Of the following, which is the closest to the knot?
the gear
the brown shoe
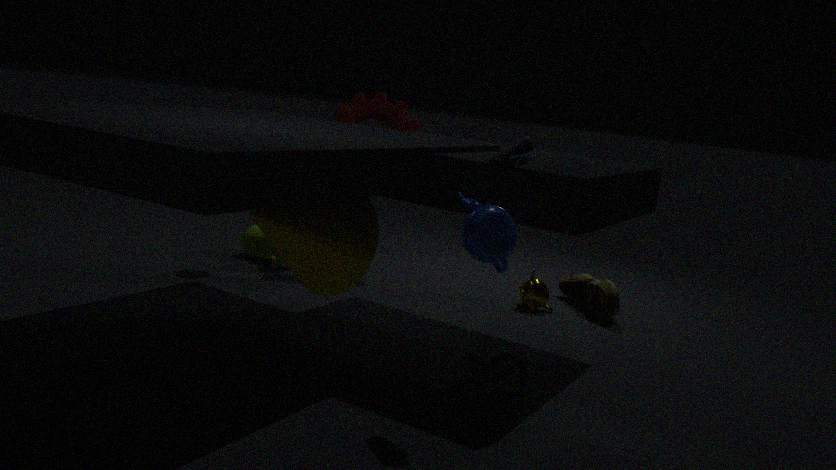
the brown shoe
